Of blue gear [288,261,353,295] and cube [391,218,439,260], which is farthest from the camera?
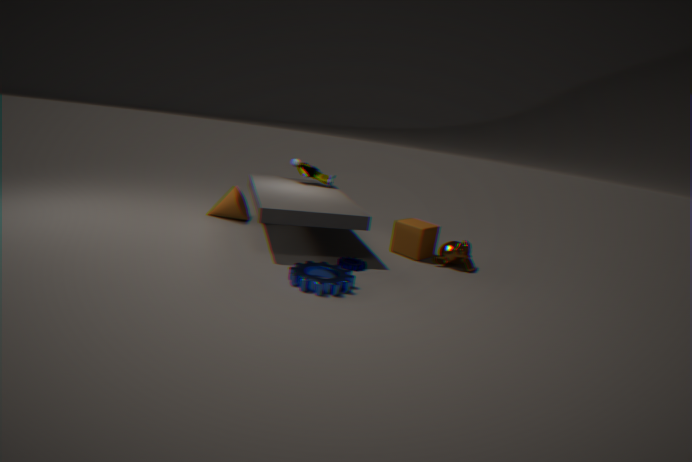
cube [391,218,439,260]
